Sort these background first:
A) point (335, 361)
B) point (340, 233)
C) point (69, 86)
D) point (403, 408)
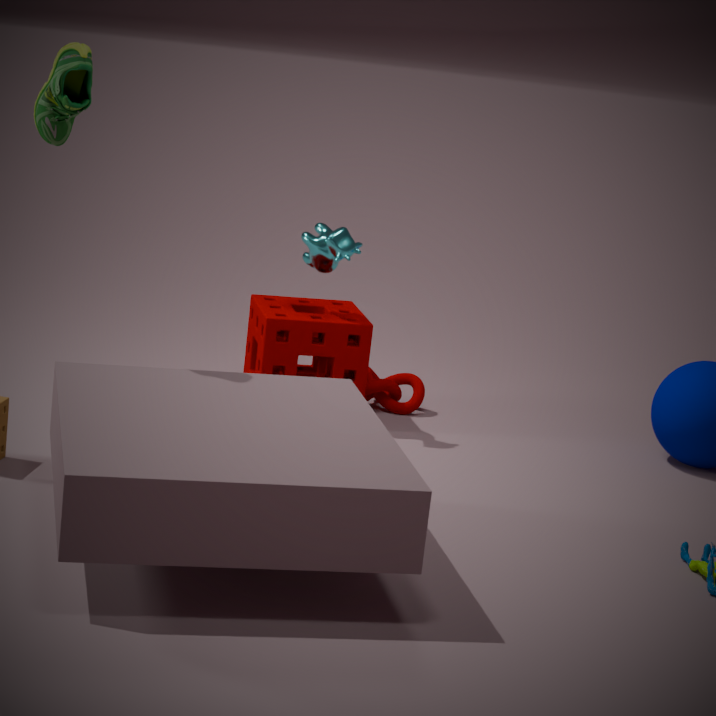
1. point (403, 408)
2. point (335, 361)
3. point (340, 233)
4. point (69, 86)
